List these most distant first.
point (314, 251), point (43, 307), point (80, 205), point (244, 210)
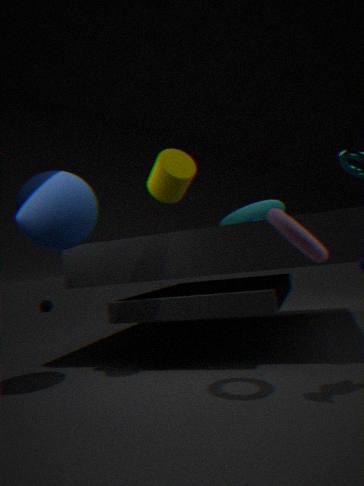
point (43, 307) < point (244, 210) < point (80, 205) < point (314, 251)
